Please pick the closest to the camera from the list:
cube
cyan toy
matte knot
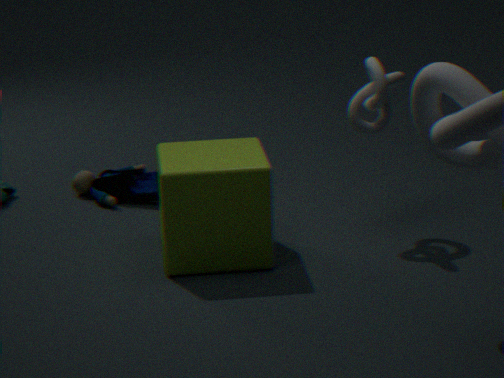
cube
